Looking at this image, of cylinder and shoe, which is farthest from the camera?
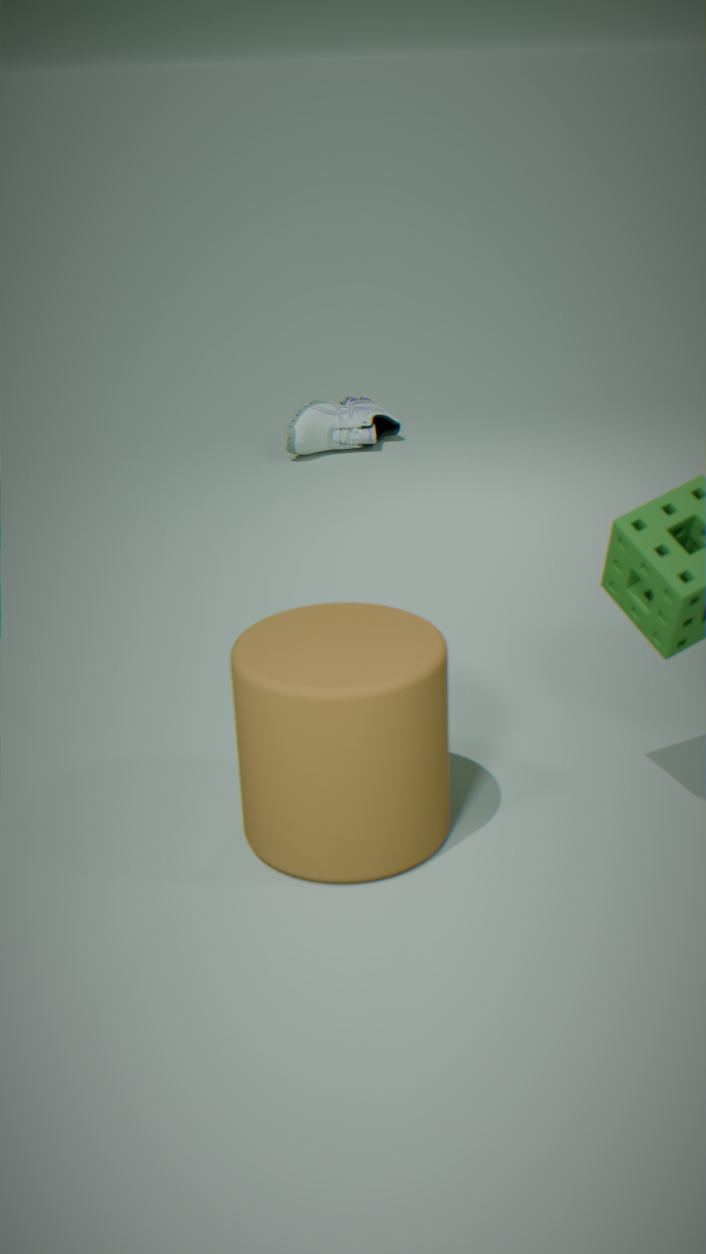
shoe
